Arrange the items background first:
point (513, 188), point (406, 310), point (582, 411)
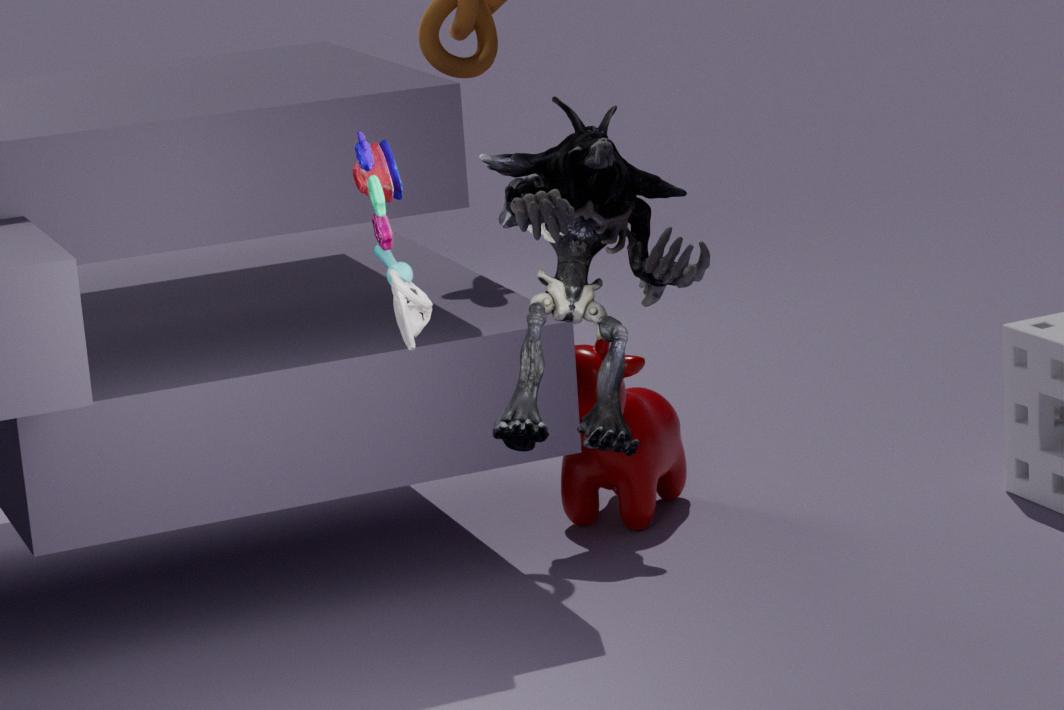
point (582, 411) < point (406, 310) < point (513, 188)
